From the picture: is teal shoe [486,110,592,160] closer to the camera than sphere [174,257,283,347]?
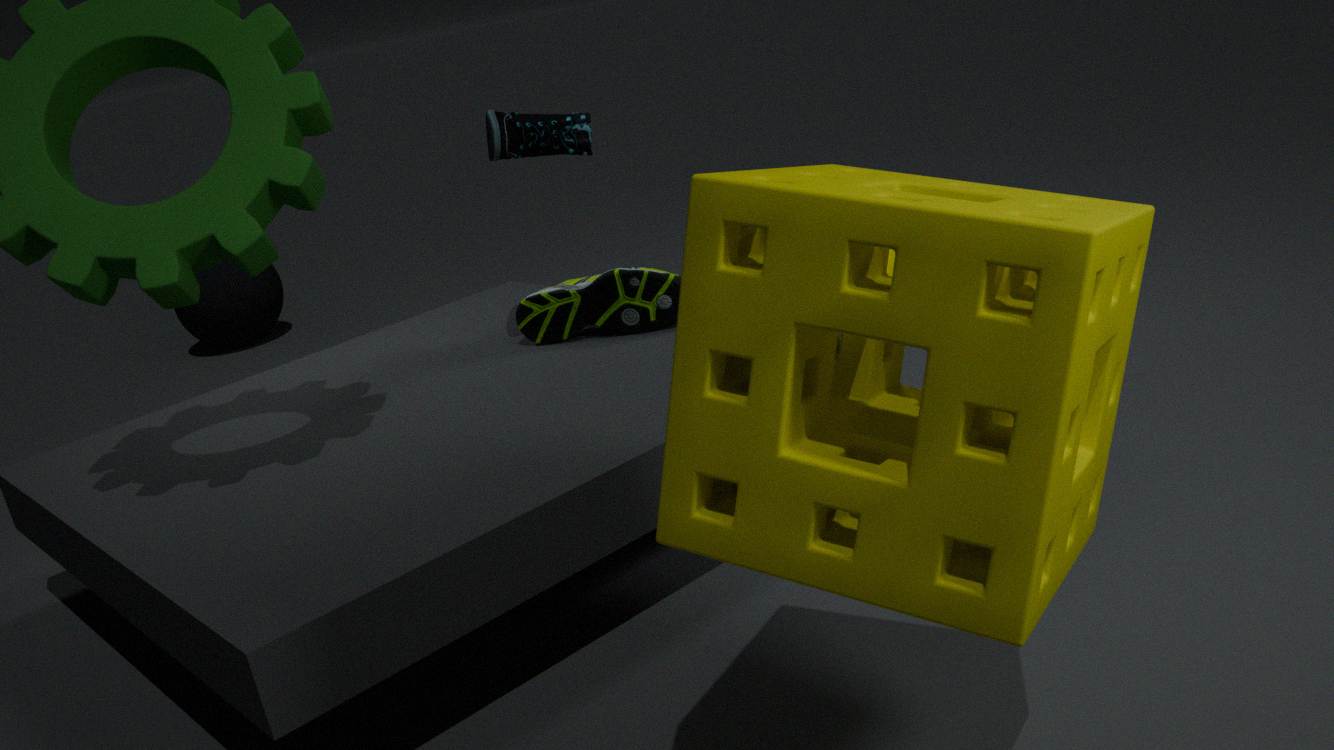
Yes
